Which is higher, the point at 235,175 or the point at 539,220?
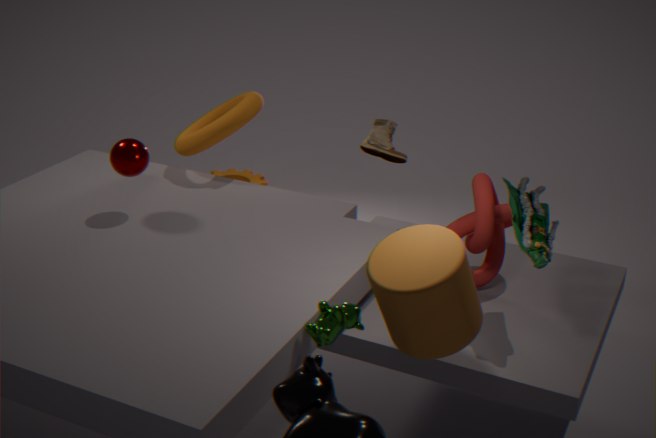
the point at 539,220
